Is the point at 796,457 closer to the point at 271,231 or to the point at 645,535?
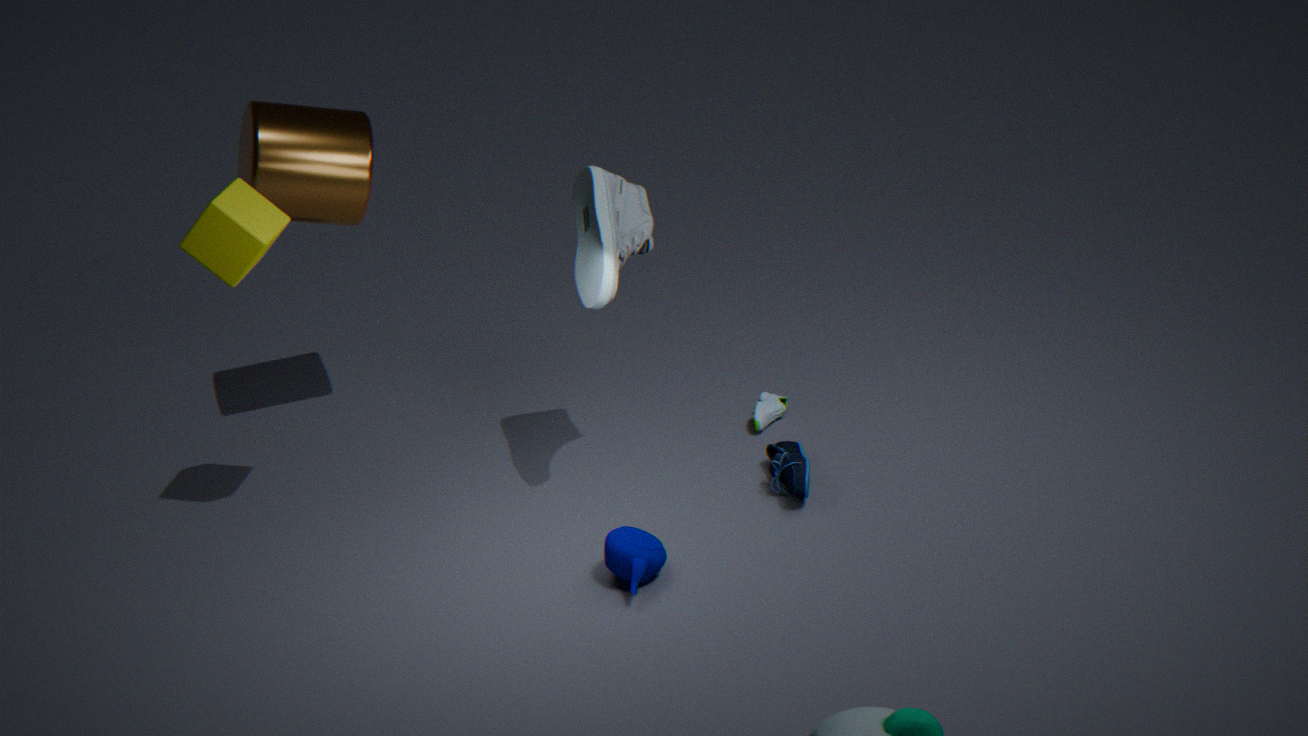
the point at 645,535
